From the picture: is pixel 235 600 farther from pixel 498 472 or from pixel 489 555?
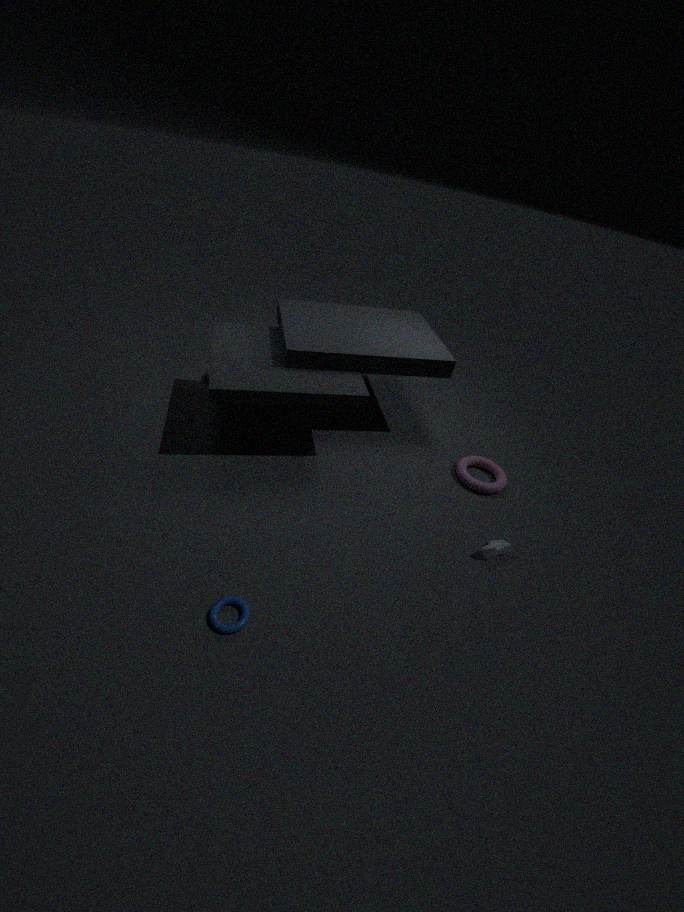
pixel 498 472
